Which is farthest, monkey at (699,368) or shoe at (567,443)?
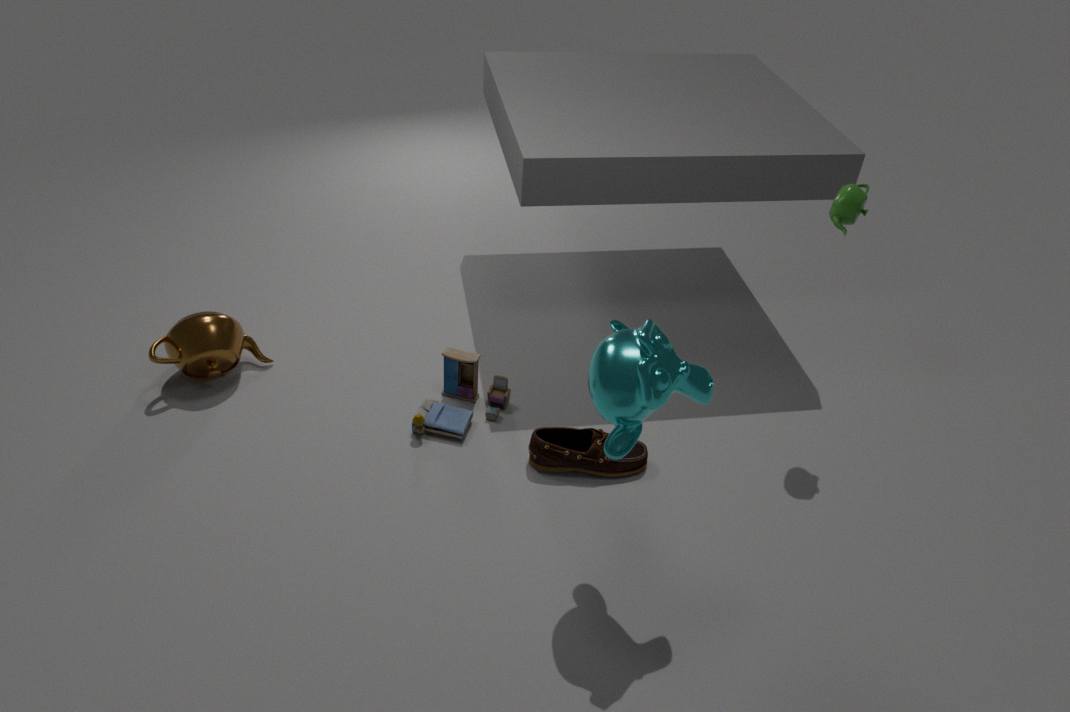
shoe at (567,443)
